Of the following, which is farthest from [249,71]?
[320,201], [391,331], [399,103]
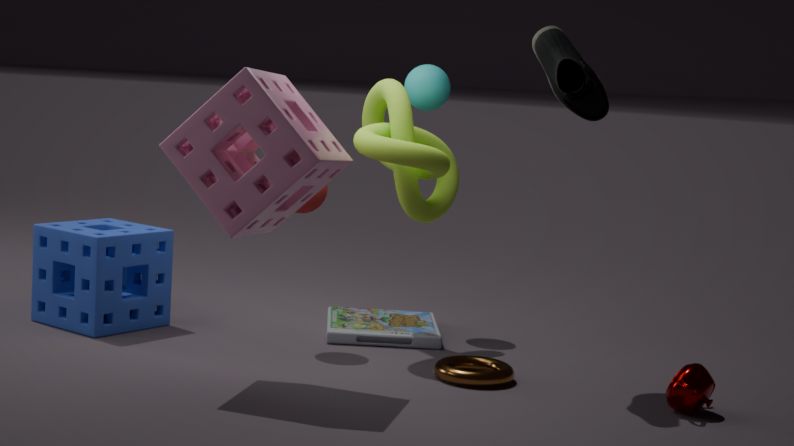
[391,331]
